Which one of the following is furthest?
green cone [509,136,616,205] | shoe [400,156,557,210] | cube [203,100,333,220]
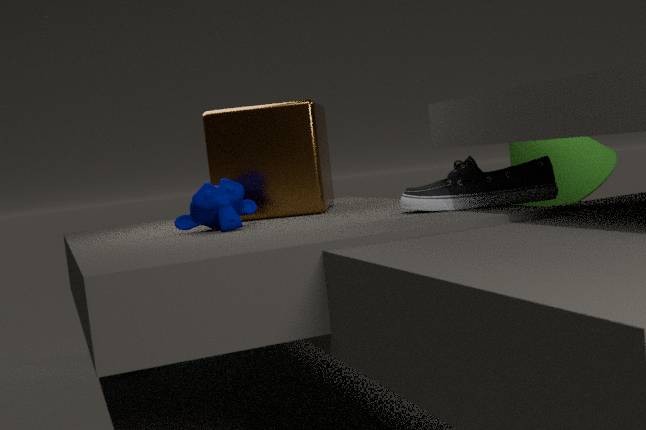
green cone [509,136,616,205]
